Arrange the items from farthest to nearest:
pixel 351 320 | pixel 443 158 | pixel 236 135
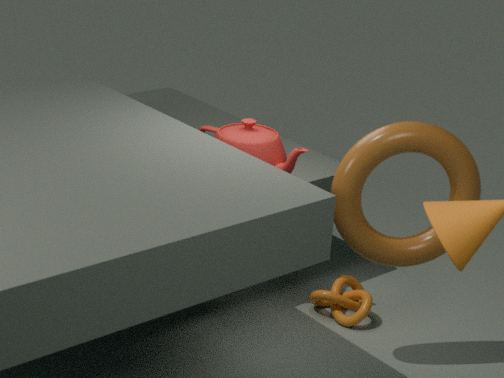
pixel 351 320
pixel 236 135
pixel 443 158
